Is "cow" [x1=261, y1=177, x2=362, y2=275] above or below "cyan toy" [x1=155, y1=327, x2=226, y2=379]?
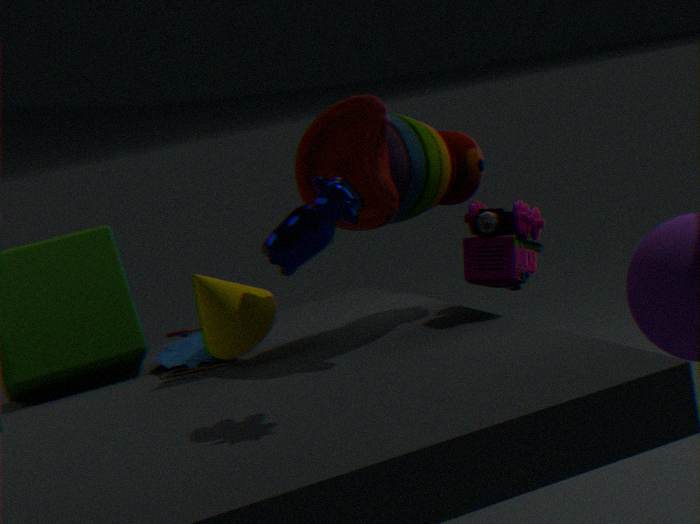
above
